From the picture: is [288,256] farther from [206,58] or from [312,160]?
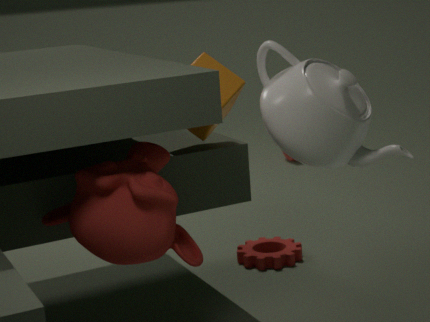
[312,160]
